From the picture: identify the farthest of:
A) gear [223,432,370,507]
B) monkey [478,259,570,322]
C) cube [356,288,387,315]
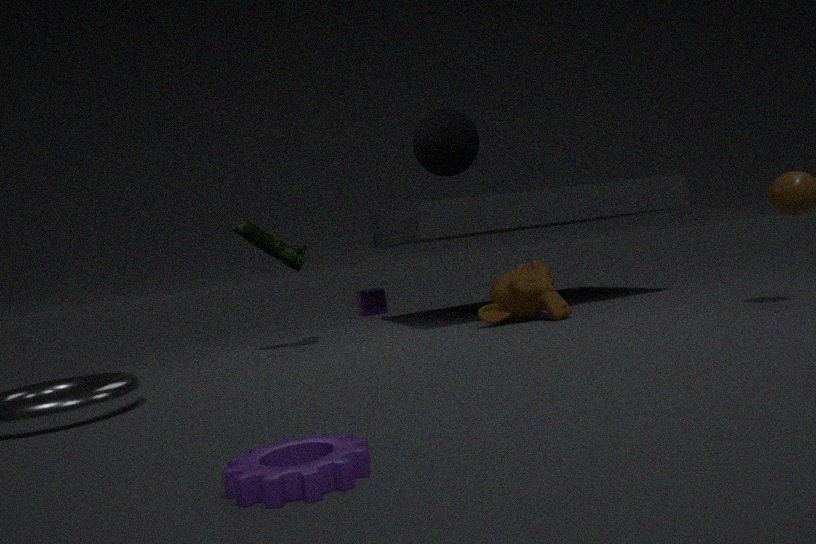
cube [356,288,387,315]
